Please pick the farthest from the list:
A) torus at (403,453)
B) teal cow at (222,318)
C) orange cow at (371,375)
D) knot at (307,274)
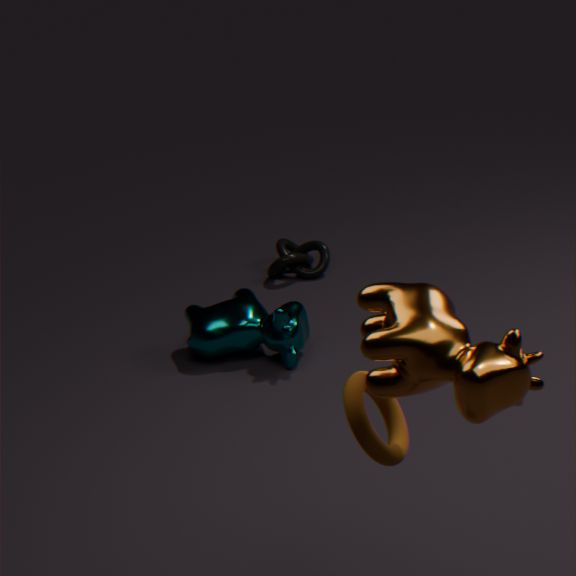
knot at (307,274)
